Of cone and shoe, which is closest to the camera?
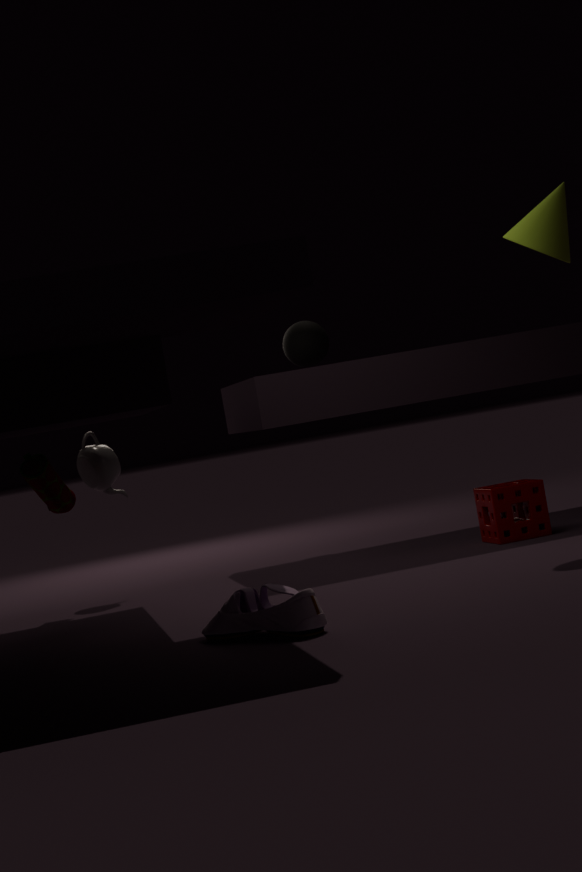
shoe
